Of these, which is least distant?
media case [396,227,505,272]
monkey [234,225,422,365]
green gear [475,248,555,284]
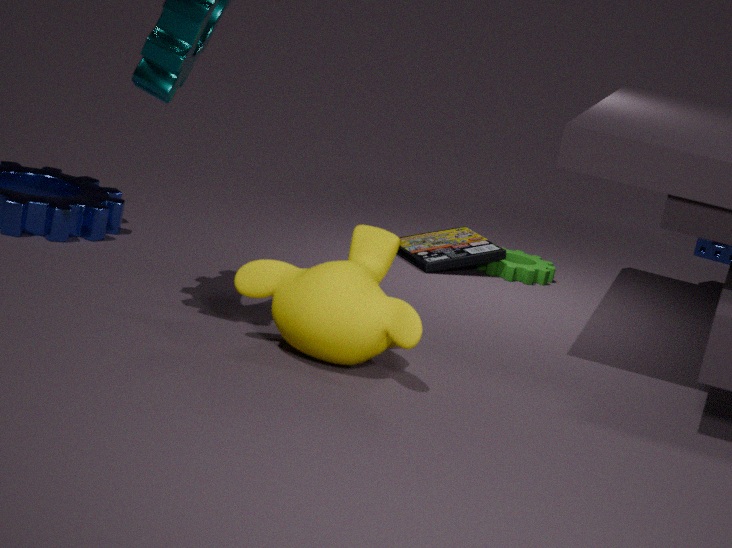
monkey [234,225,422,365]
